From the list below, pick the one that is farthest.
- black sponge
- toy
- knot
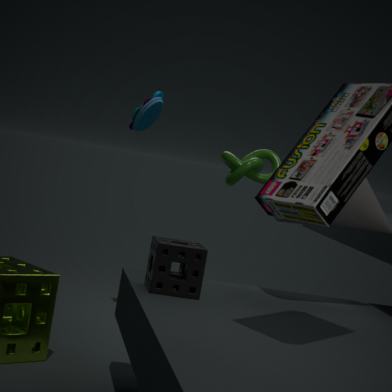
toy
